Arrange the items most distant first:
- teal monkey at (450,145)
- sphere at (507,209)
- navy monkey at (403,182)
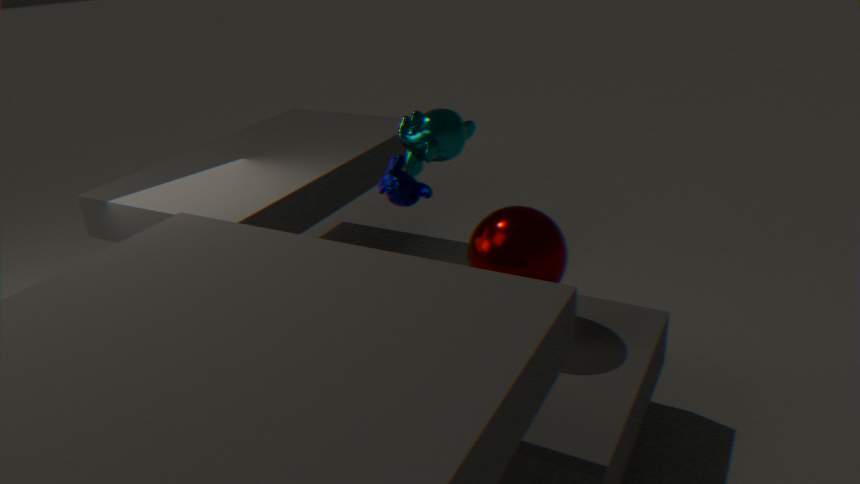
teal monkey at (450,145)
navy monkey at (403,182)
sphere at (507,209)
